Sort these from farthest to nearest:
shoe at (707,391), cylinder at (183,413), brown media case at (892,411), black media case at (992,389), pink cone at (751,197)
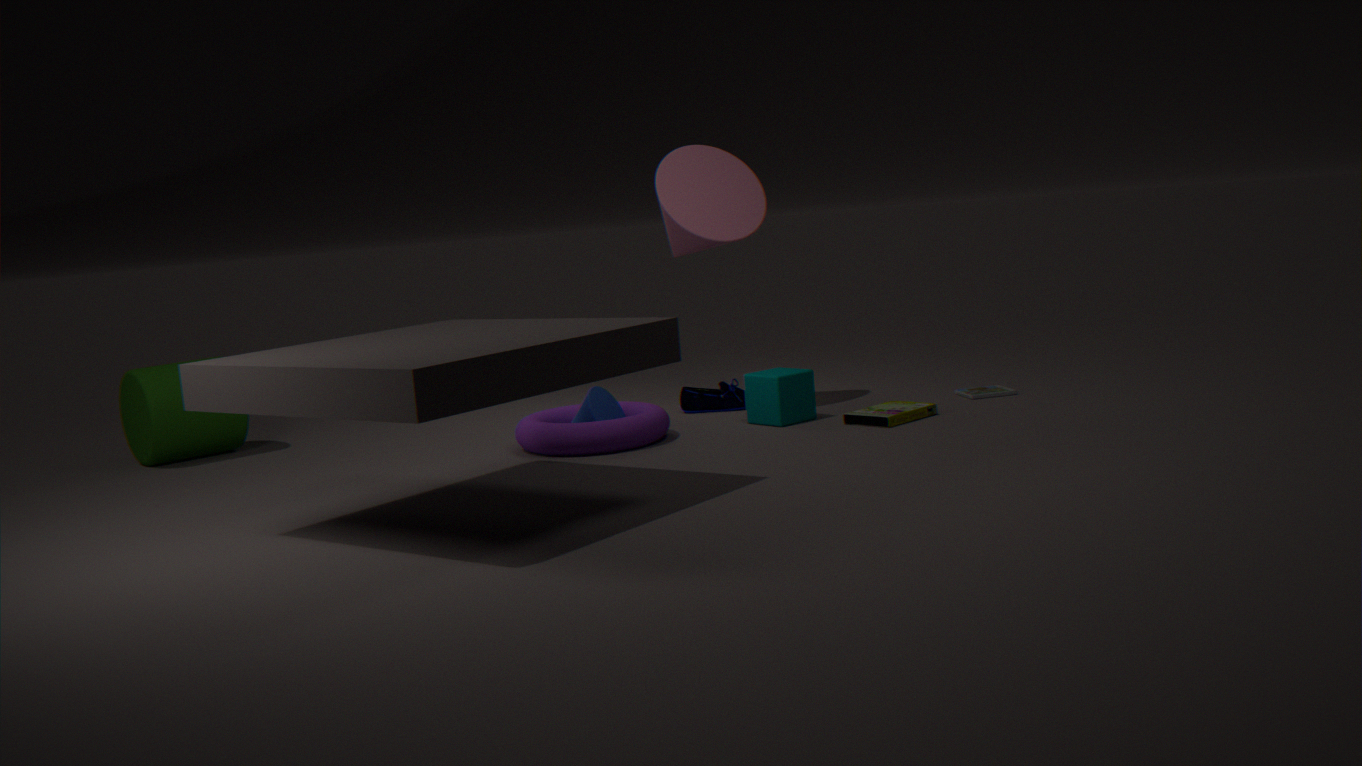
shoe at (707,391) → black media case at (992,389) → cylinder at (183,413) → pink cone at (751,197) → brown media case at (892,411)
